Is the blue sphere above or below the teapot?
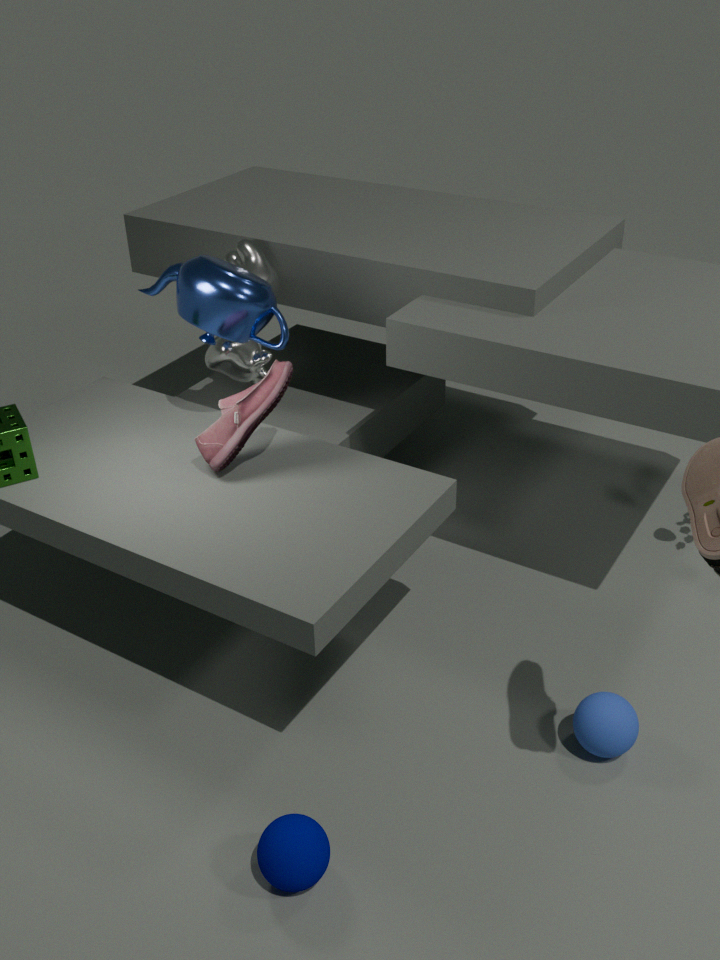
below
